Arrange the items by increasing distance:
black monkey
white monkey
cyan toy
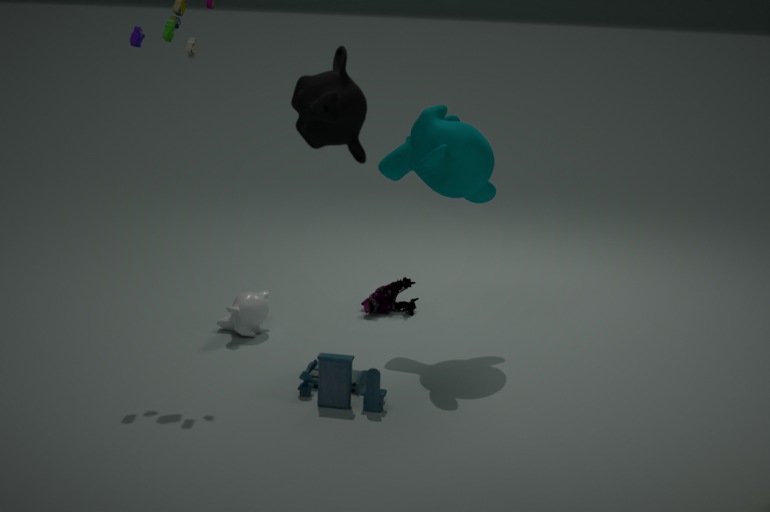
black monkey → cyan toy → white monkey
